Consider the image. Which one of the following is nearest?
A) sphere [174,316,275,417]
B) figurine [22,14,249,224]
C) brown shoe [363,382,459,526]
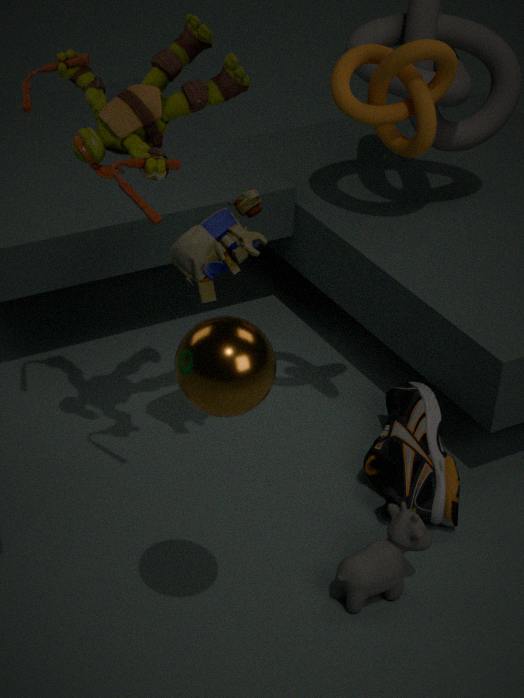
sphere [174,316,275,417]
